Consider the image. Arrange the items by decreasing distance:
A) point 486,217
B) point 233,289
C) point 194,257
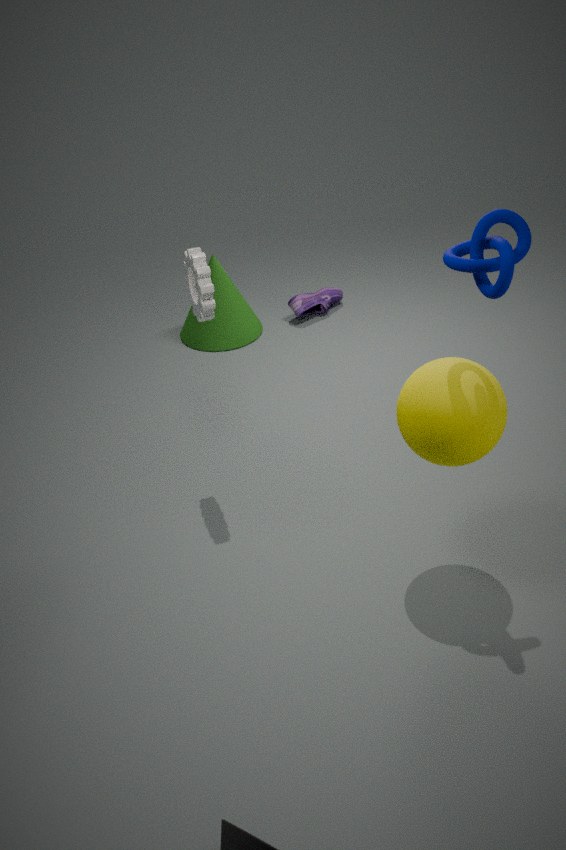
B. point 233,289 → C. point 194,257 → A. point 486,217
